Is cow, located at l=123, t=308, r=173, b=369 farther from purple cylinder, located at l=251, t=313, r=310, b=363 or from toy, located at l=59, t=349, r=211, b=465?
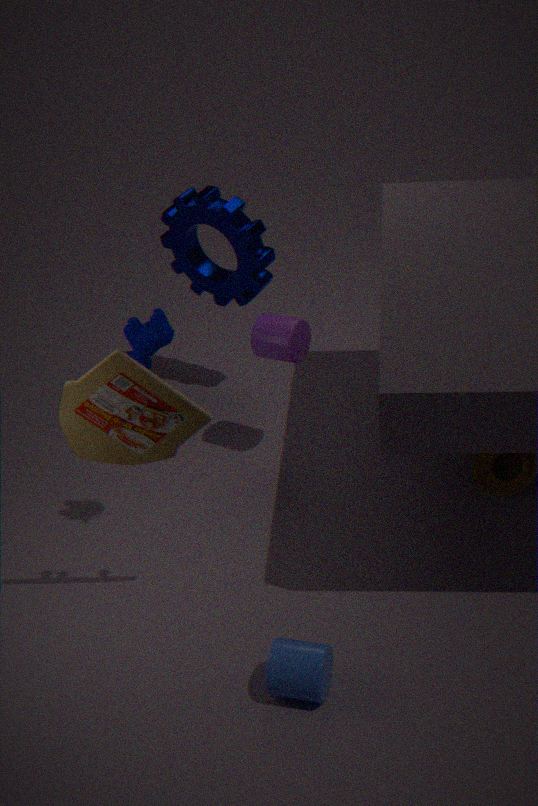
purple cylinder, located at l=251, t=313, r=310, b=363
